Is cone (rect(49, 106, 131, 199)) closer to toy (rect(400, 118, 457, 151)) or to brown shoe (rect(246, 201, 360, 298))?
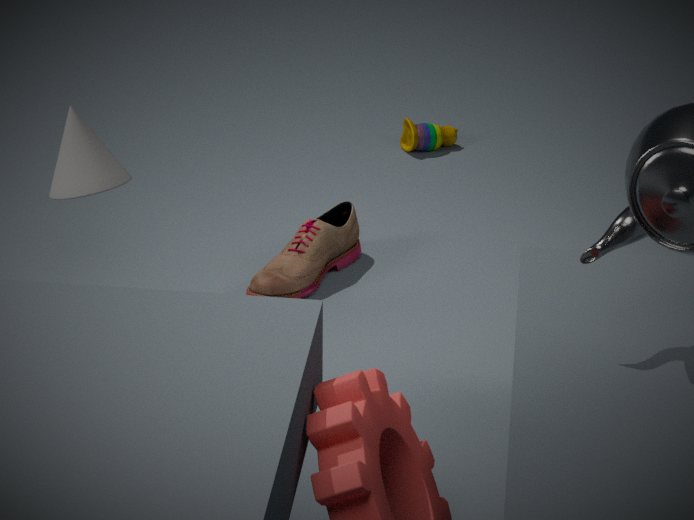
brown shoe (rect(246, 201, 360, 298))
